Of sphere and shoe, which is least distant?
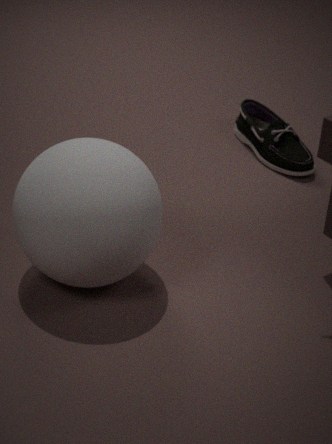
sphere
